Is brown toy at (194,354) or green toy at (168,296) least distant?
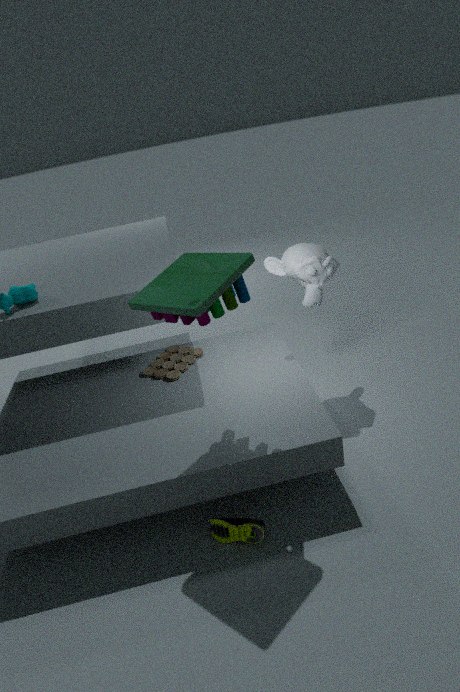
green toy at (168,296)
